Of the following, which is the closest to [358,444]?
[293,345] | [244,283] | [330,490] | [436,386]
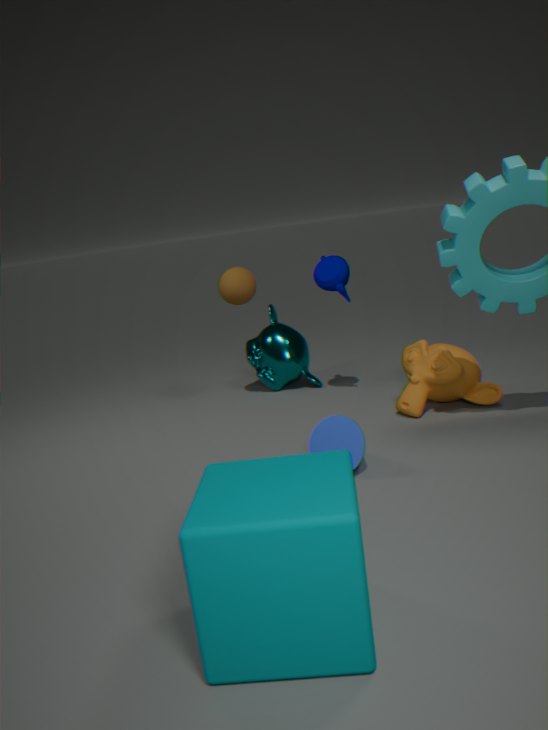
[436,386]
